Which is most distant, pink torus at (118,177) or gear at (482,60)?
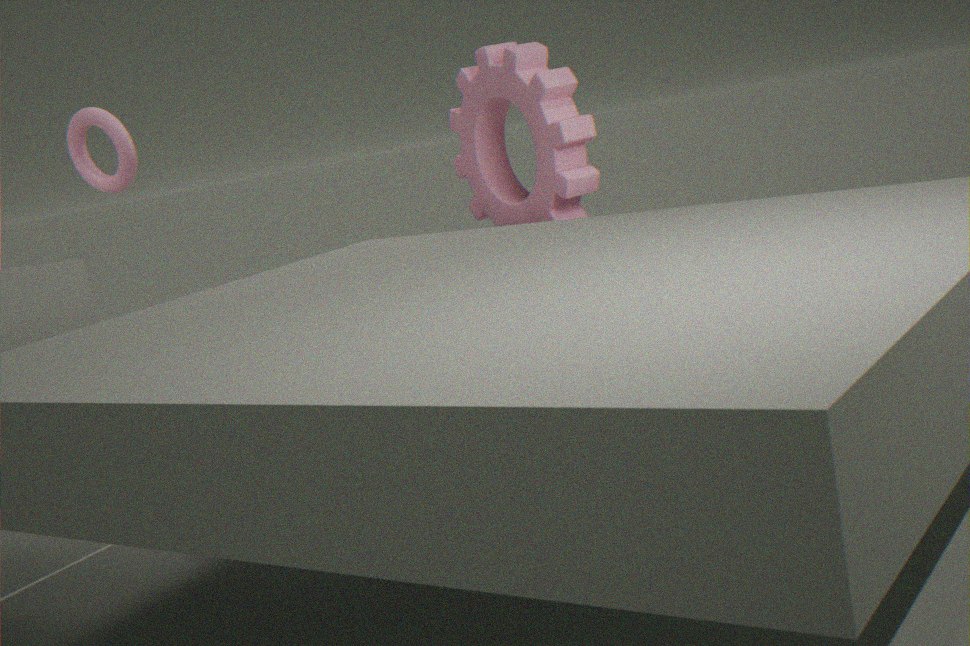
pink torus at (118,177)
